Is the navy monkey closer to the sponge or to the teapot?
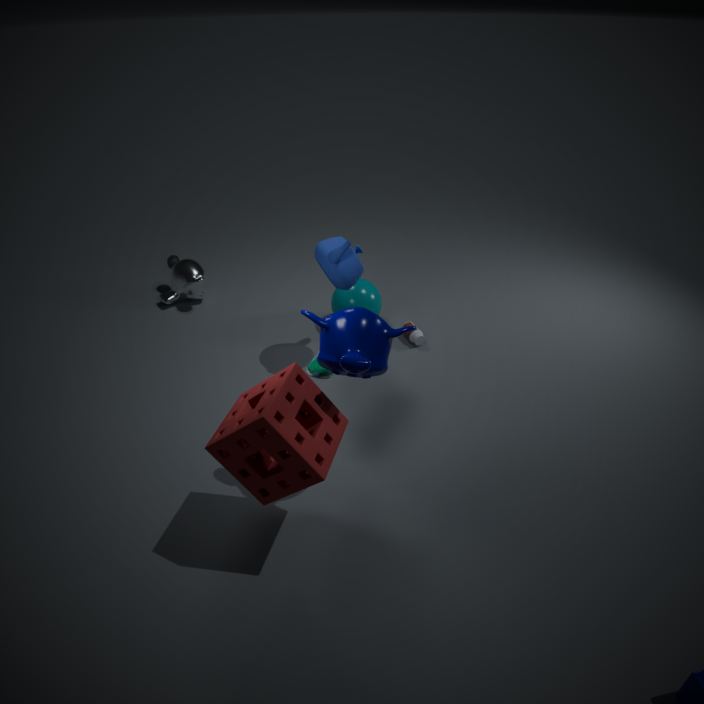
the sponge
